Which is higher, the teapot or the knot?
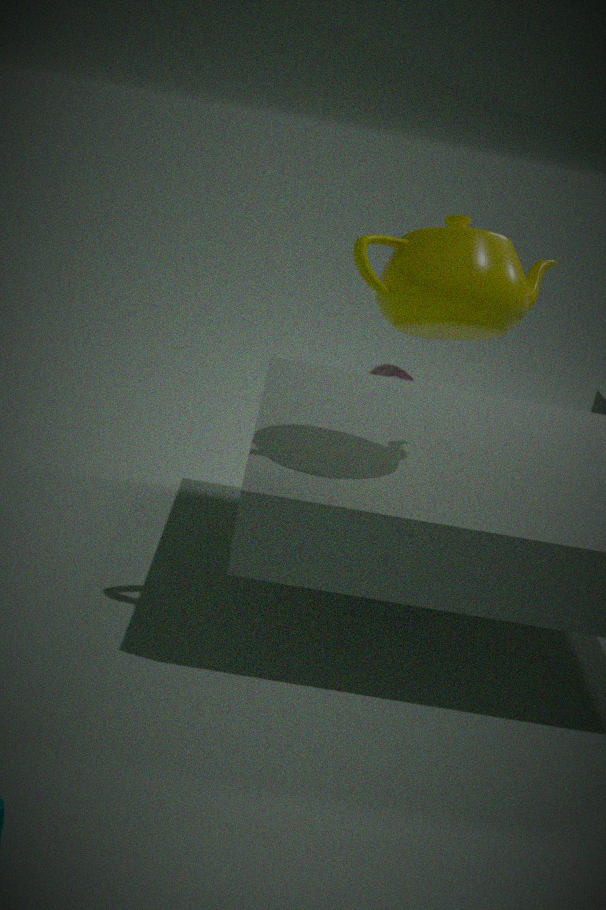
the teapot
